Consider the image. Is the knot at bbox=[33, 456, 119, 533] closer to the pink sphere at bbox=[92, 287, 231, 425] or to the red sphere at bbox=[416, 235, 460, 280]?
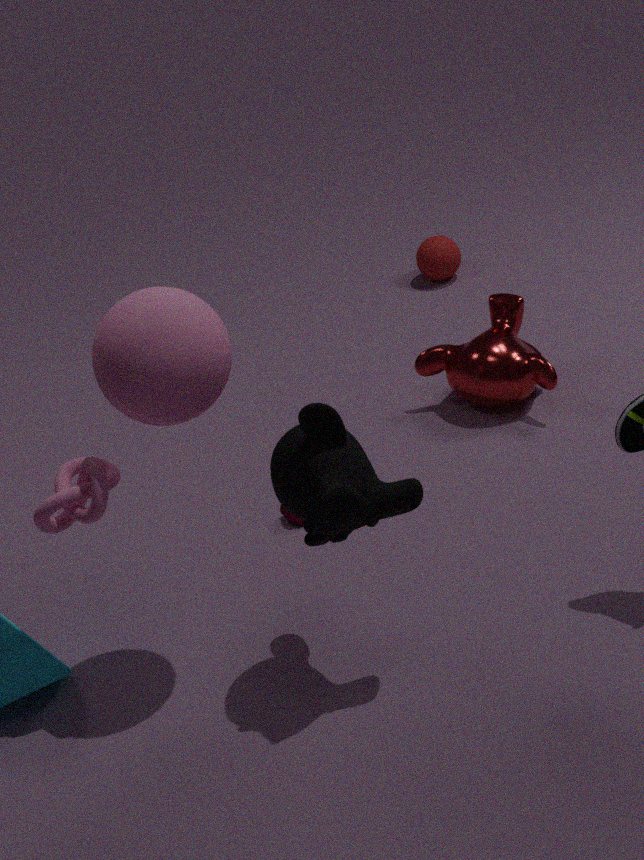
the pink sphere at bbox=[92, 287, 231, 425]
